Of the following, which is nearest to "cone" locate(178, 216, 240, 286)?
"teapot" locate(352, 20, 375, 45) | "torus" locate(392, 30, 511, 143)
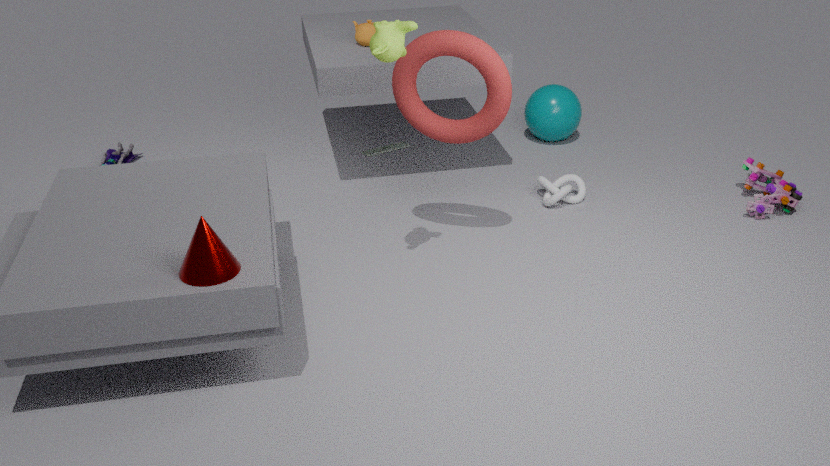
"torus" locate(392, 30, 511, 143)
